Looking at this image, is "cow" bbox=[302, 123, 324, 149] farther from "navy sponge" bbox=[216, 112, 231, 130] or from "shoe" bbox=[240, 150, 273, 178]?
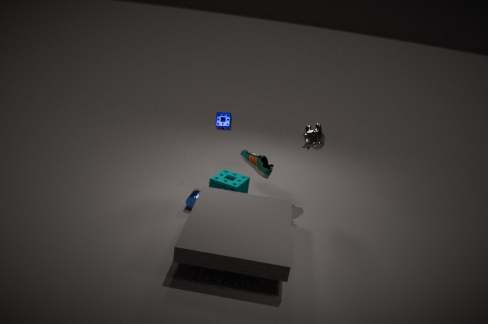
"navy sponge" bbox=[216, 112, 231, 130]
